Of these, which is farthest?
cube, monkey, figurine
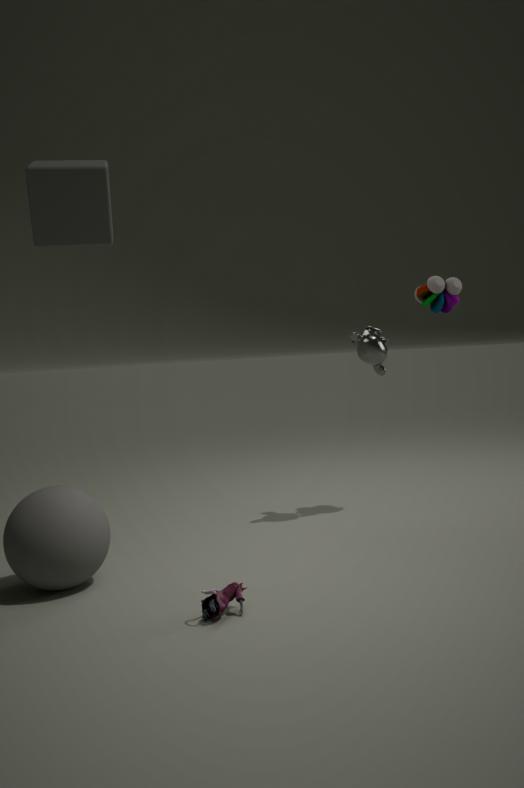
monkey
